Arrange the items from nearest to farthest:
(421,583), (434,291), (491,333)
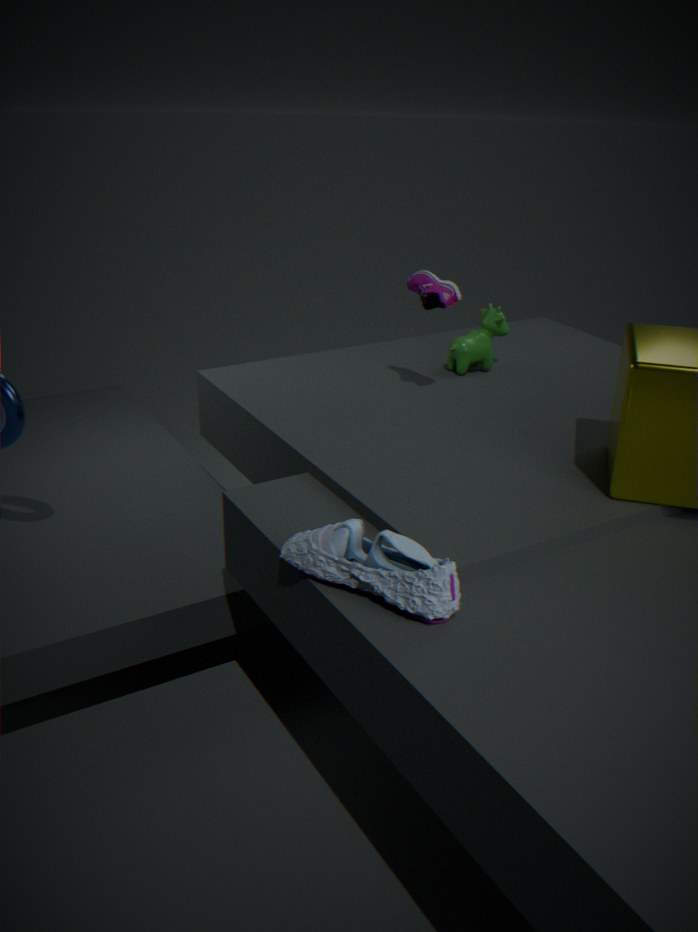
(421,583) < (434,291) < (491,333)
